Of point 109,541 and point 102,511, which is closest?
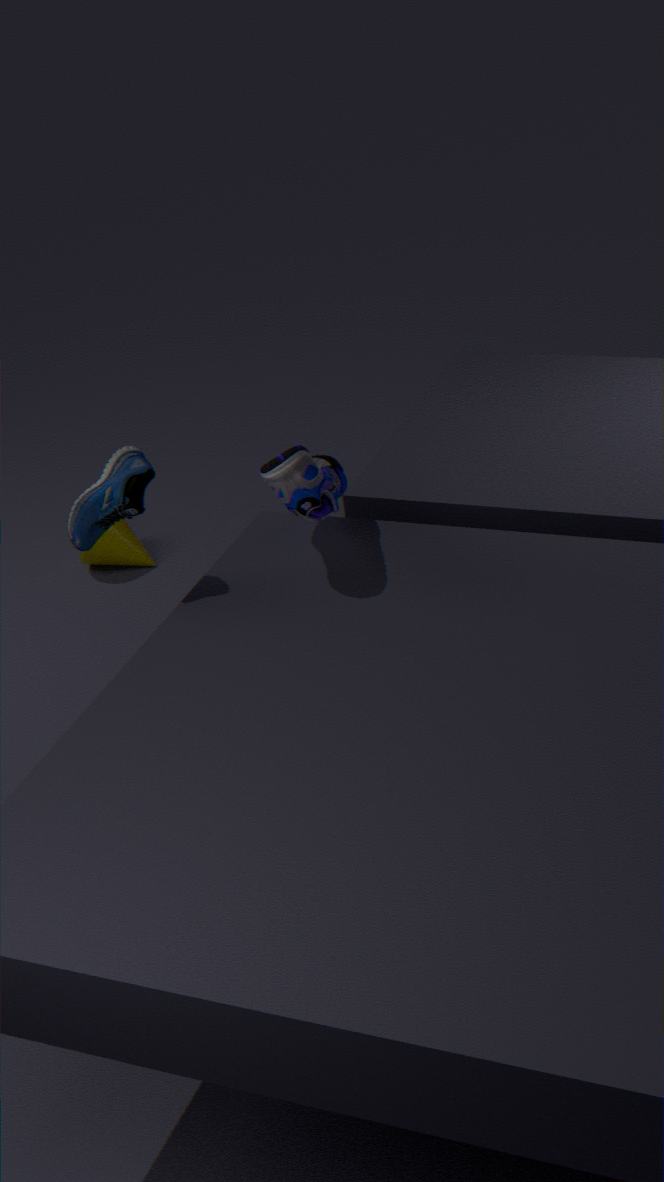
point 102,511
